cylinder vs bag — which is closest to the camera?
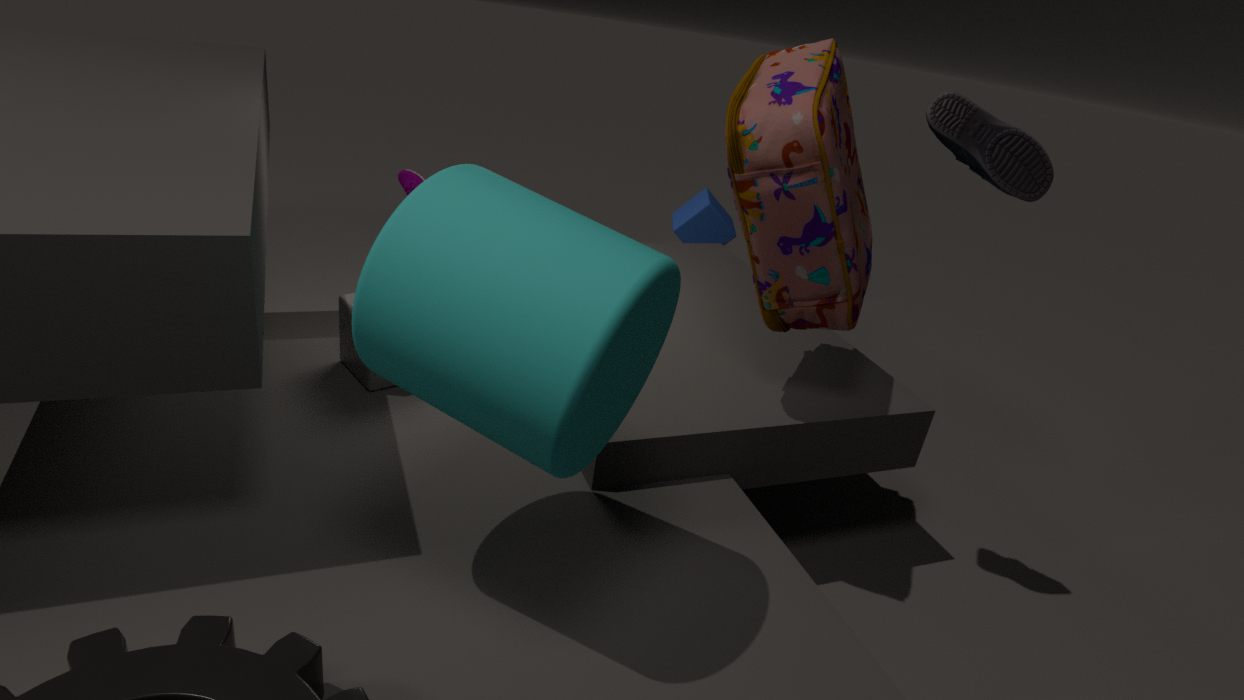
cylinder
